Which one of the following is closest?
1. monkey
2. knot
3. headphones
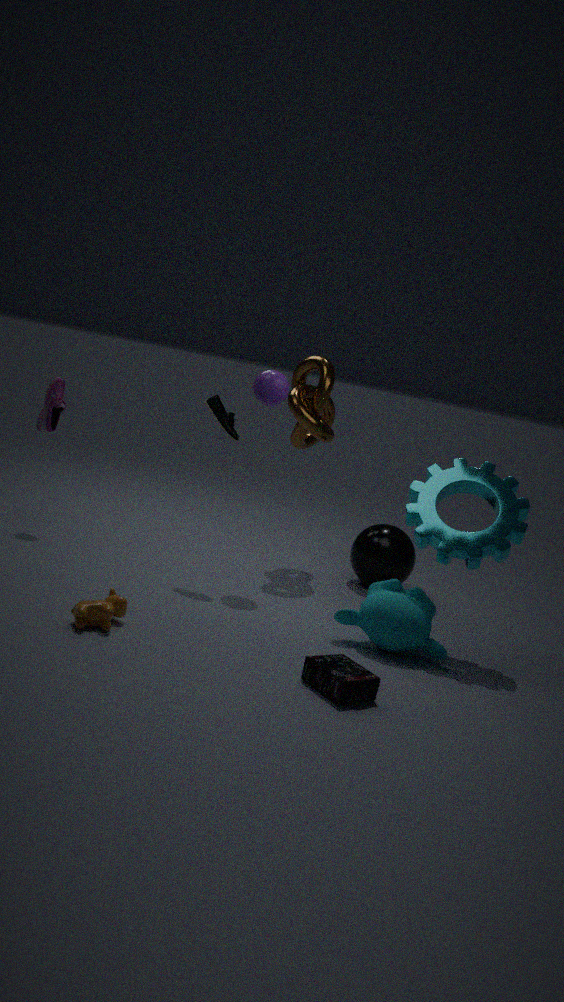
headphones
